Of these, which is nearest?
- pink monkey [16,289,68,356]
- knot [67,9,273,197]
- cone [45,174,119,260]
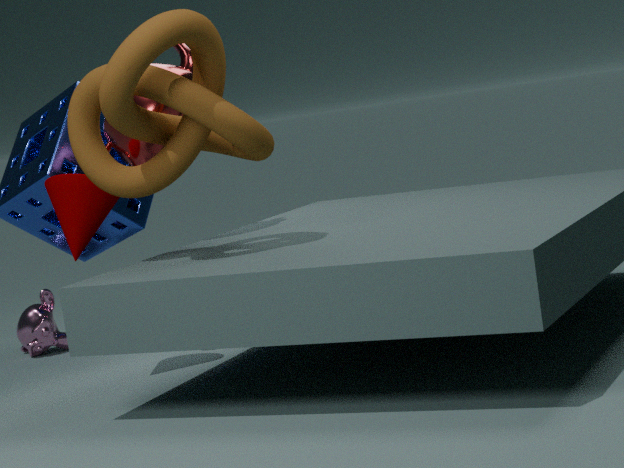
knot [67,9,273,197]
